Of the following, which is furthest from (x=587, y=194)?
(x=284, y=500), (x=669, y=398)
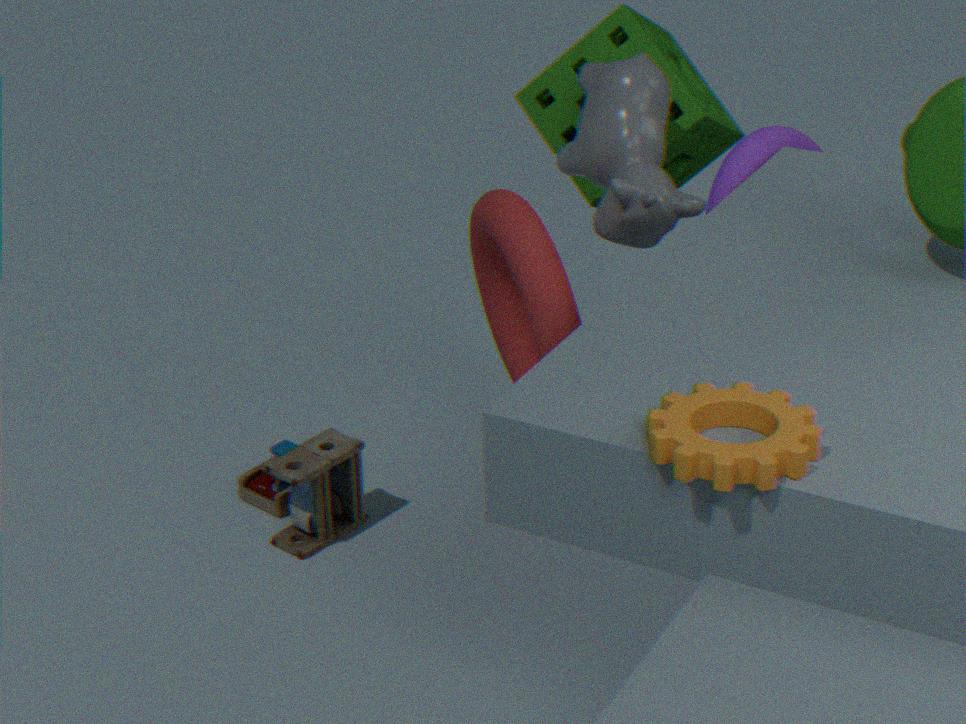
(x=669, y=398)
